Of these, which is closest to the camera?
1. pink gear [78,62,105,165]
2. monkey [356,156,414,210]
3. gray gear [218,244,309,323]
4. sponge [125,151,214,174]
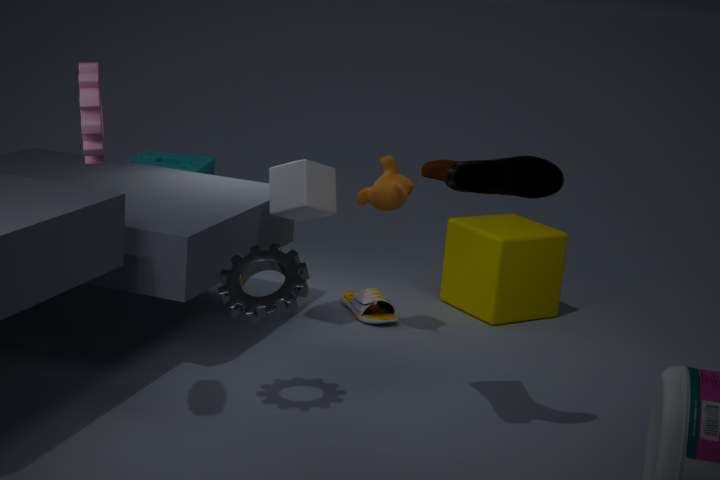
pink gear [78,62,105,165]
